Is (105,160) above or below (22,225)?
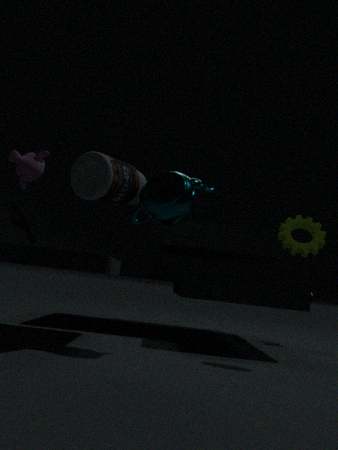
above
